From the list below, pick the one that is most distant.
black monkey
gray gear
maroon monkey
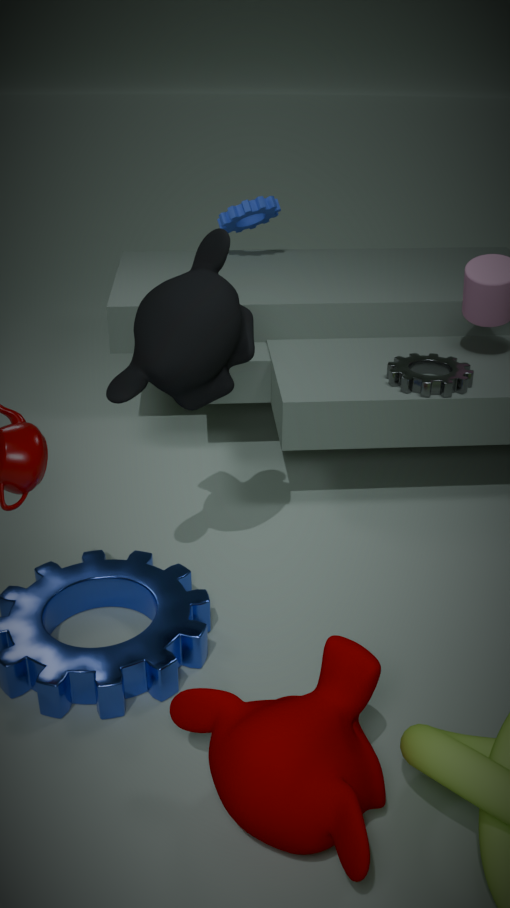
gray gear
